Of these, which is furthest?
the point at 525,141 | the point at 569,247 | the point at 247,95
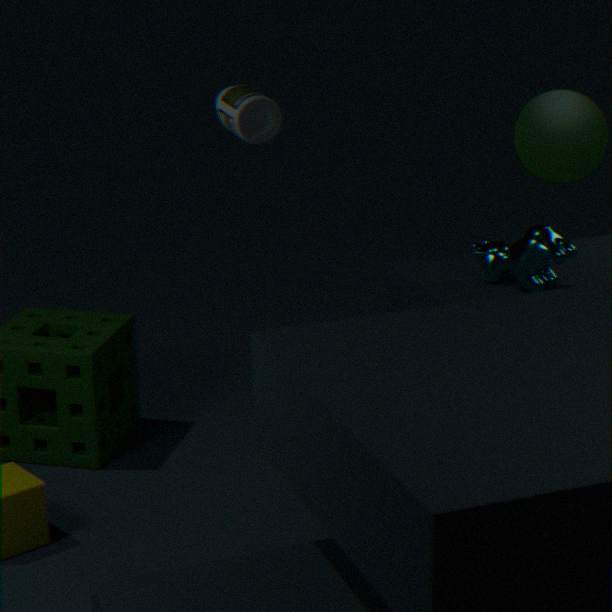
the point at 569,247
